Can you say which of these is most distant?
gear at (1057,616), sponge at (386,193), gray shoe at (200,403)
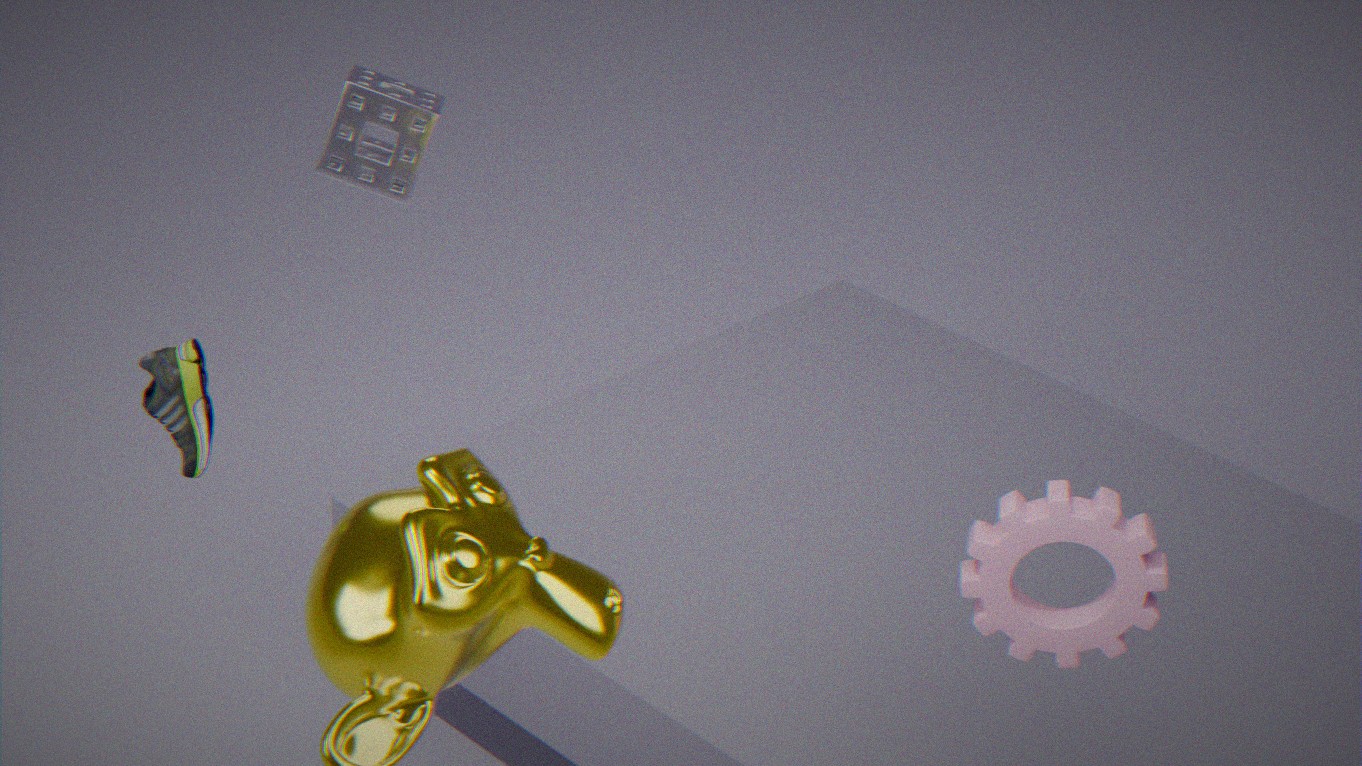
sponge at (386,193)
